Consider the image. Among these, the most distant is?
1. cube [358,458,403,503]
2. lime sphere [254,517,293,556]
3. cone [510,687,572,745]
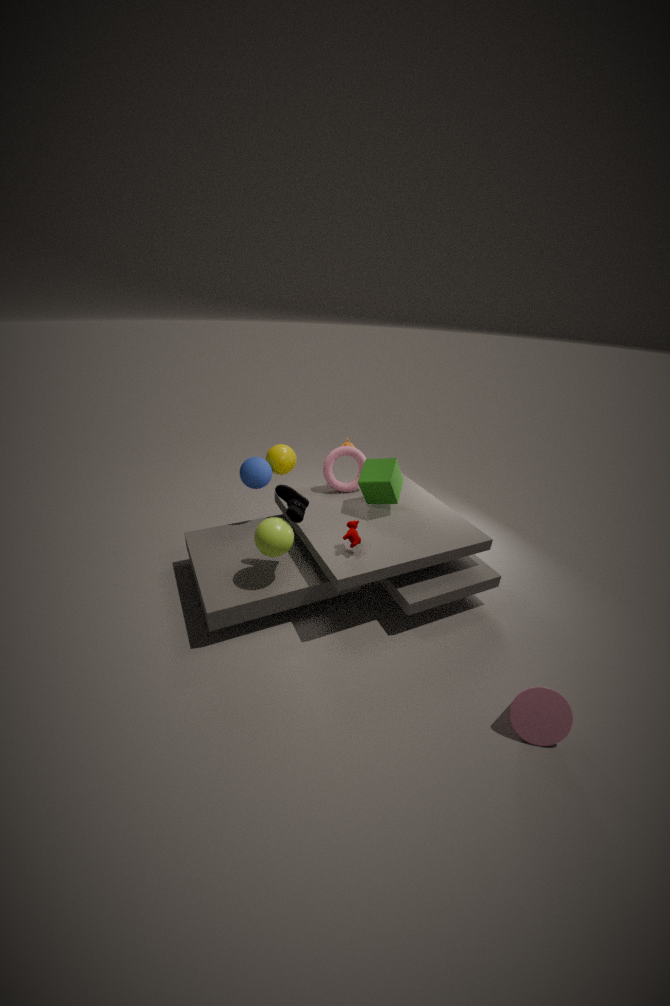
cube [358,458,403,503]
